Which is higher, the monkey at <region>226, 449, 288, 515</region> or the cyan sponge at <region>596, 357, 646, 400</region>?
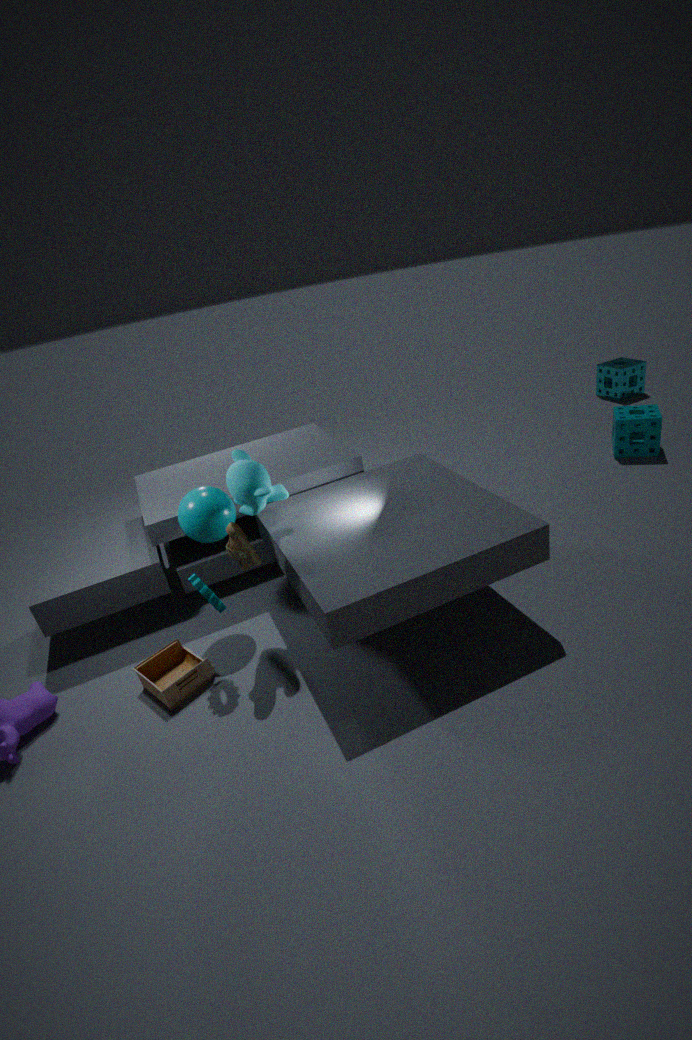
the monkey at <region>226, 449, 288, 515</region>
